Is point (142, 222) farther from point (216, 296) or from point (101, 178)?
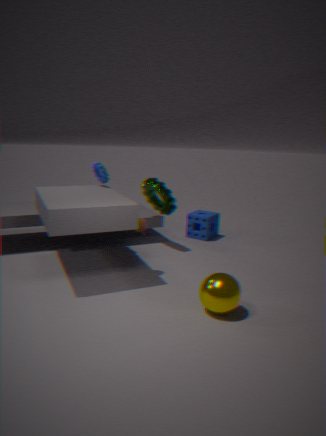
point (216, 296)
